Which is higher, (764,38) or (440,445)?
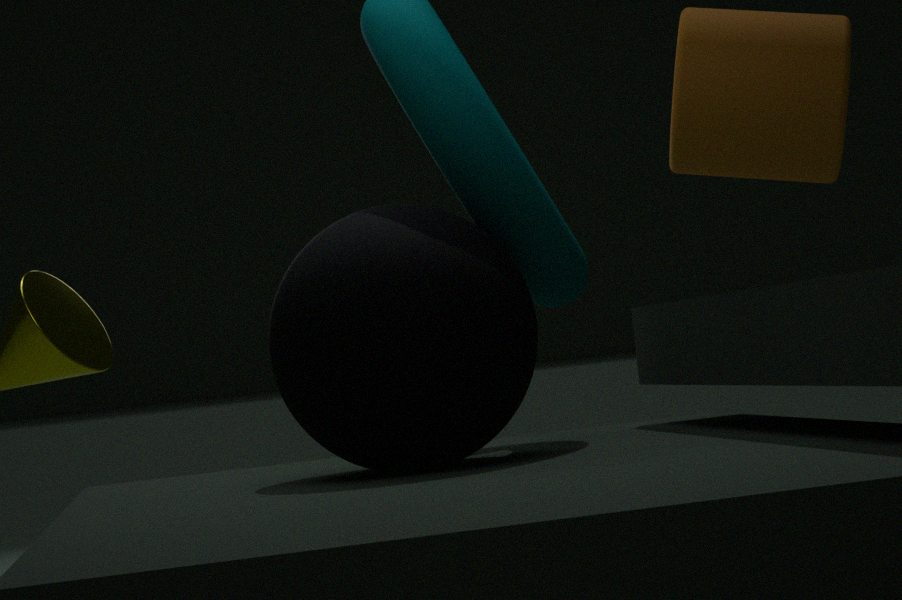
(764,38)
